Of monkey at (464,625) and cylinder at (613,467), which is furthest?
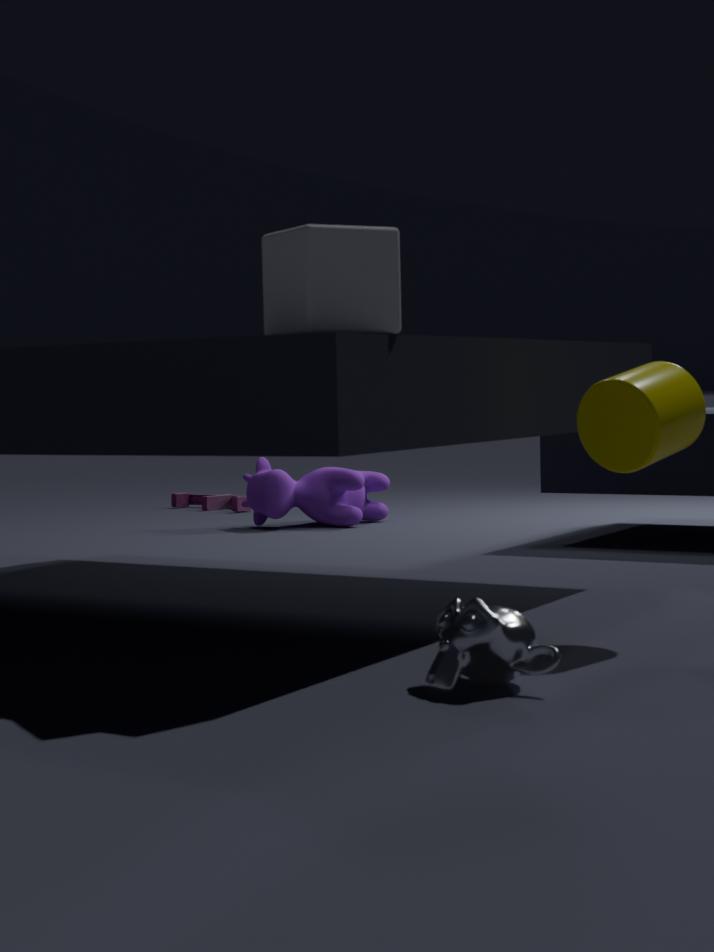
cylinder at (613,467)
